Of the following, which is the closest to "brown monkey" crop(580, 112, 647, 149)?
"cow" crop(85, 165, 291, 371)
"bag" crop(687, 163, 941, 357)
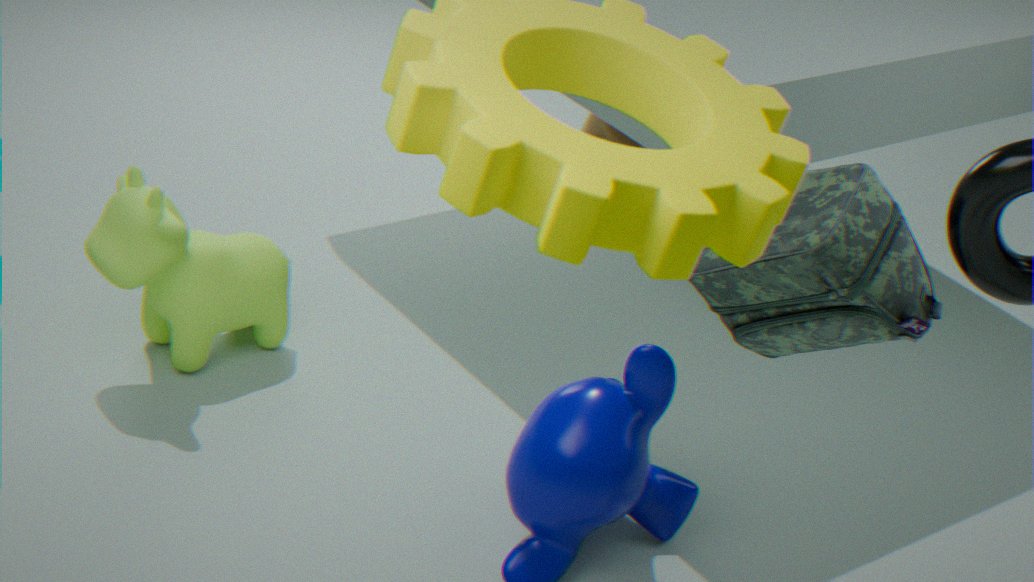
"cow" crop(85, 165, 291, 371)
